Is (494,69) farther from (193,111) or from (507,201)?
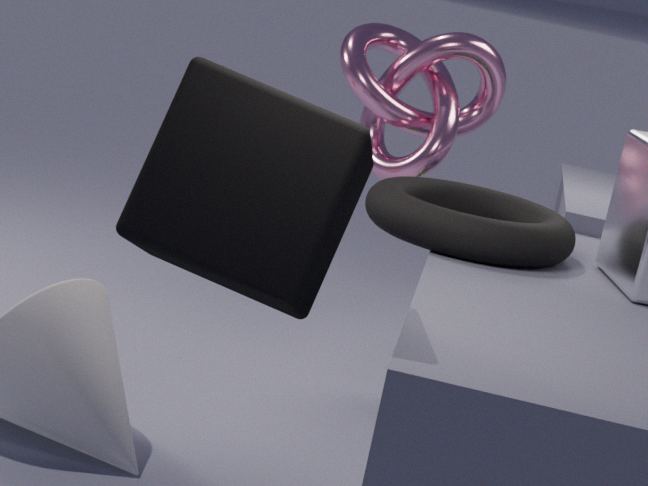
(193,111)
